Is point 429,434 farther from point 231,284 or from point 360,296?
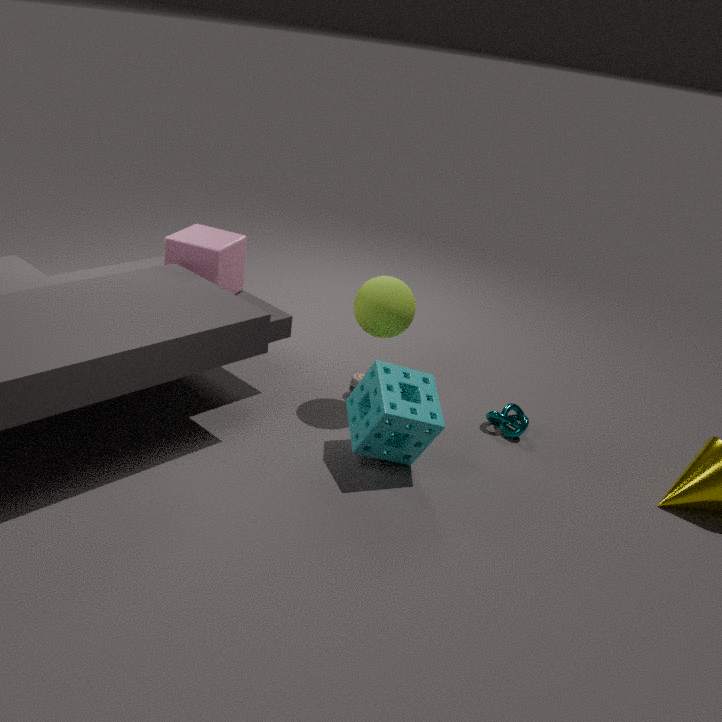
point 231,284
